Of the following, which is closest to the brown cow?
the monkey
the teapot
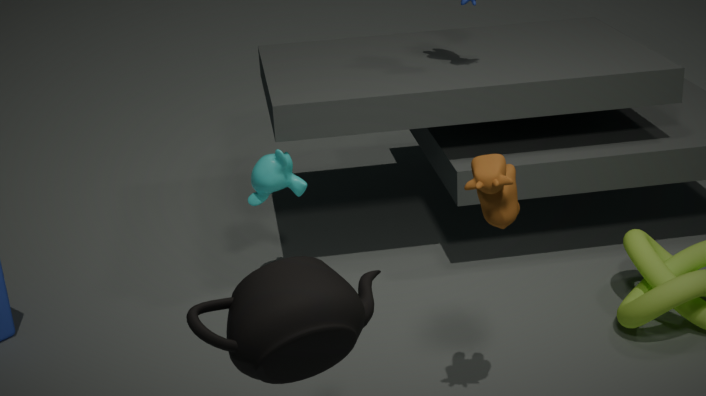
the teapot
